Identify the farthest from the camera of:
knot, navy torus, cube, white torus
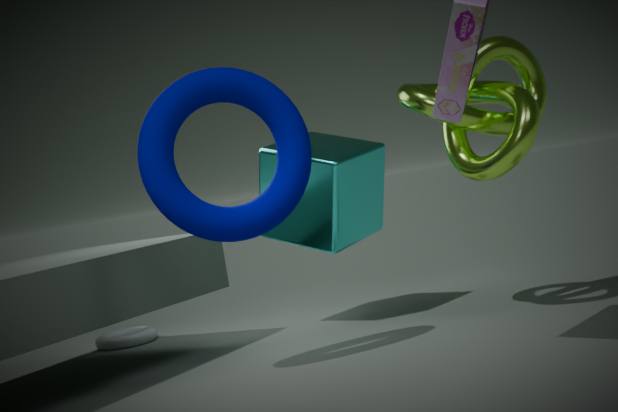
white torus
